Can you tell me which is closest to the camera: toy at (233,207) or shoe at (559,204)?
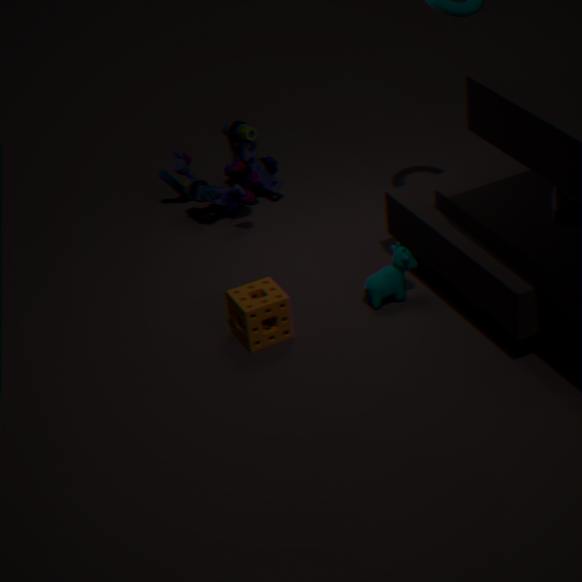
shoe at (559,204)
